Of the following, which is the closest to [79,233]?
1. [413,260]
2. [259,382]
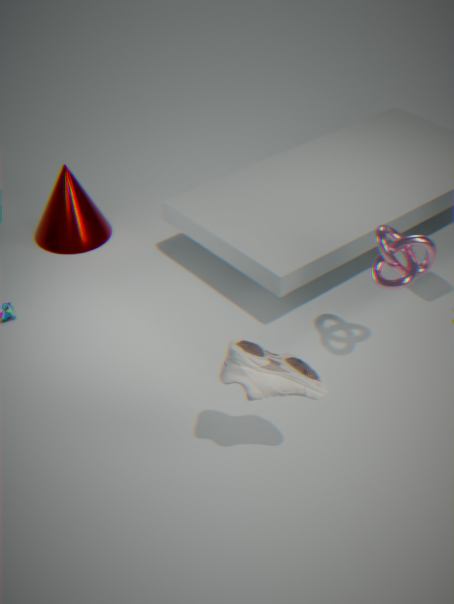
[413,260]
